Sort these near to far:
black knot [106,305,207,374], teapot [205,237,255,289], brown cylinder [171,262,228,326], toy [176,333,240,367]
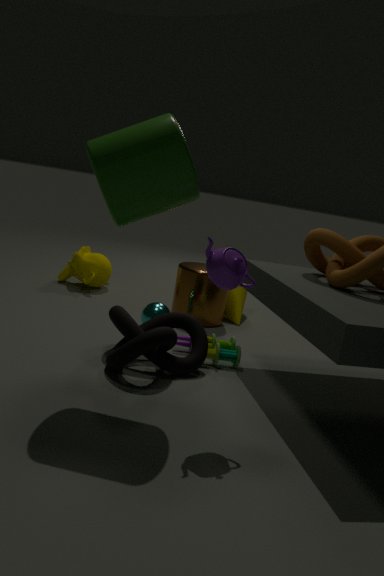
teapot [205,237,255,289] → black knot [106,305,207,374] → toy [176,333,240,367] → brown cylinder [171,262,228,326]
